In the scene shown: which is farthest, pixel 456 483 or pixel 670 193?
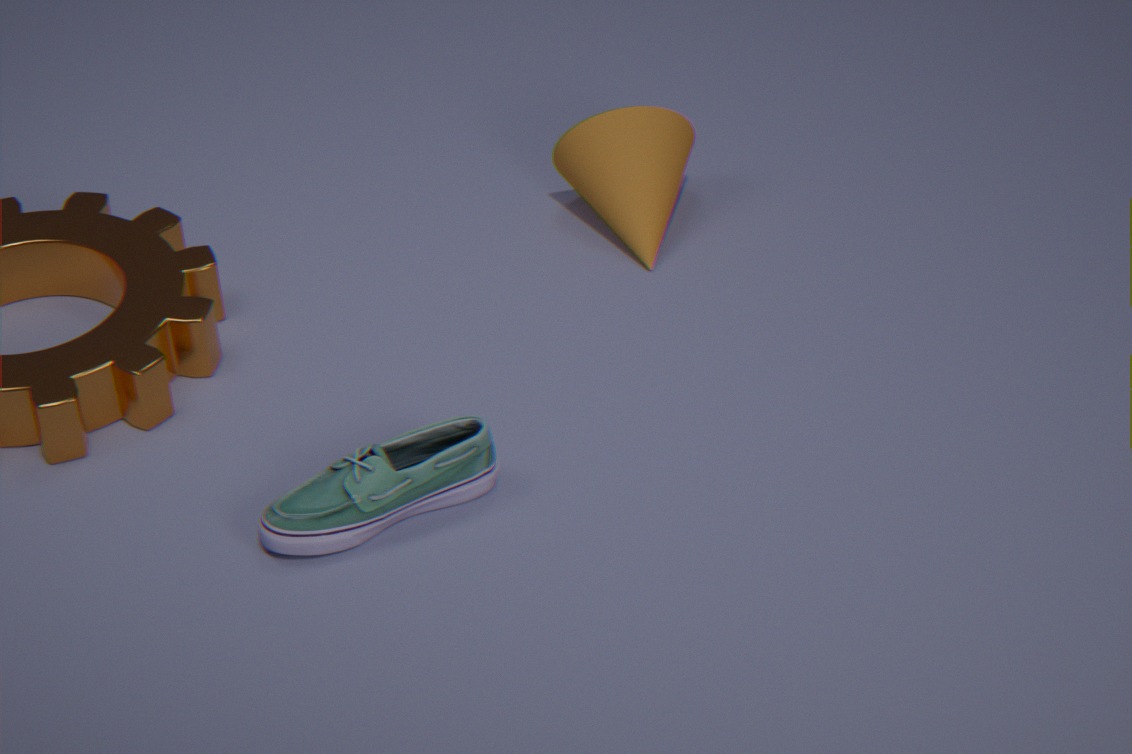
pixel 670 193
